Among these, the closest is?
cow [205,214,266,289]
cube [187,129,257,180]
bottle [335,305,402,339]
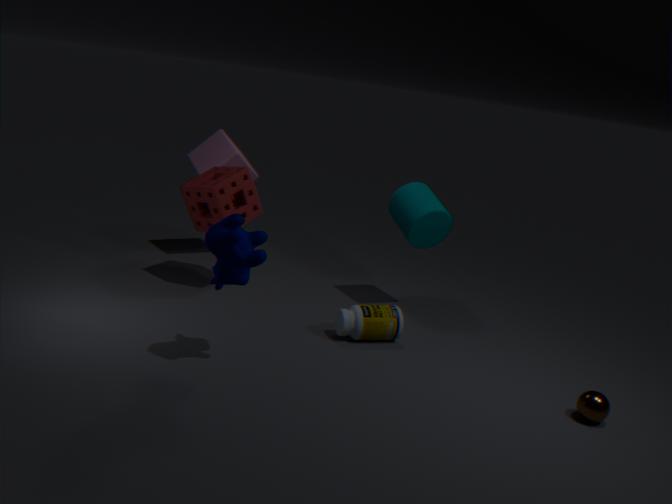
cow [205,214,266,289]
